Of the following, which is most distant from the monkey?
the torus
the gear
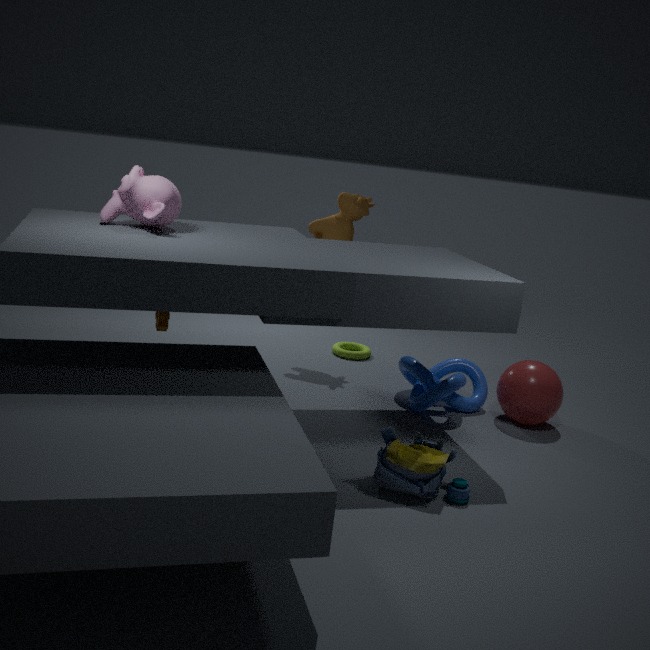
the torus
